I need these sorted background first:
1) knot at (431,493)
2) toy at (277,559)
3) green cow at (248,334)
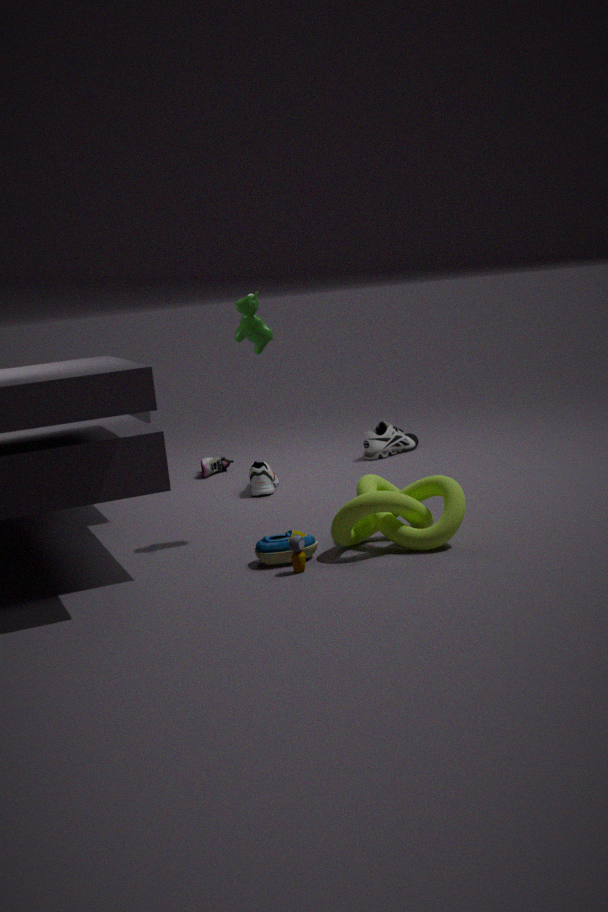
3. green cow at (248,334), 1. knot at (431,493), 2. toy at (277,559)
